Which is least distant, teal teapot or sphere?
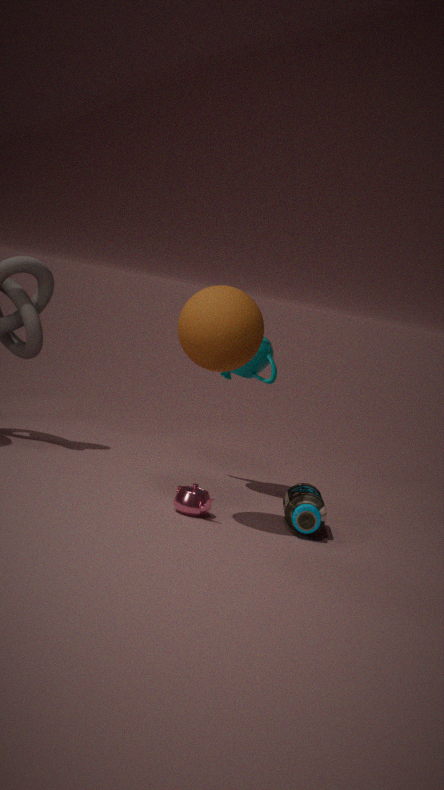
sphere
